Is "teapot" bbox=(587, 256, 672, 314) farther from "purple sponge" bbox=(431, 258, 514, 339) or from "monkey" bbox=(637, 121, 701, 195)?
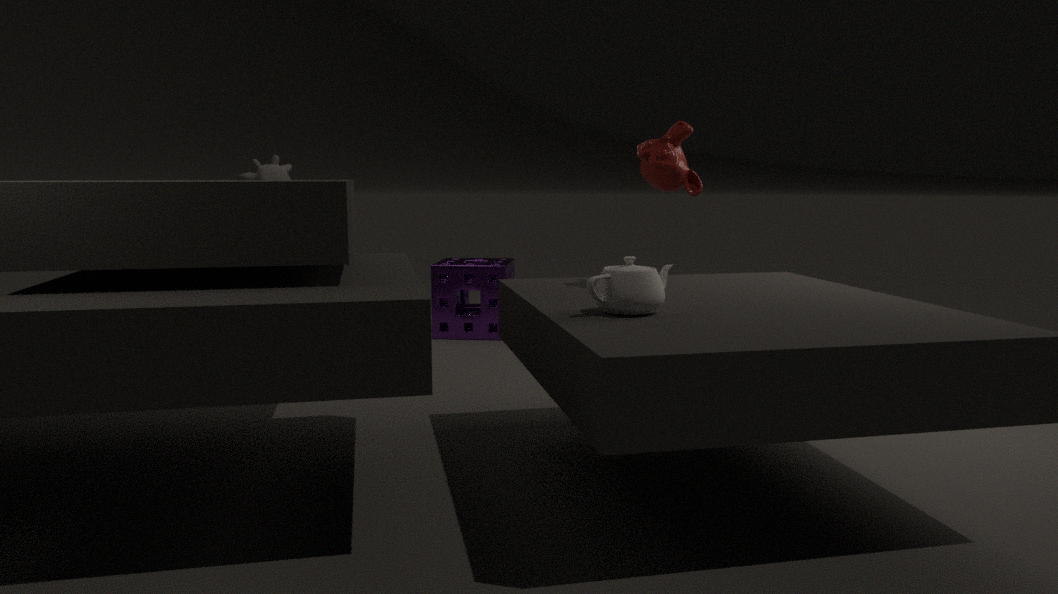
"purple sponge" bbox=(431, 258, 514, 339)
